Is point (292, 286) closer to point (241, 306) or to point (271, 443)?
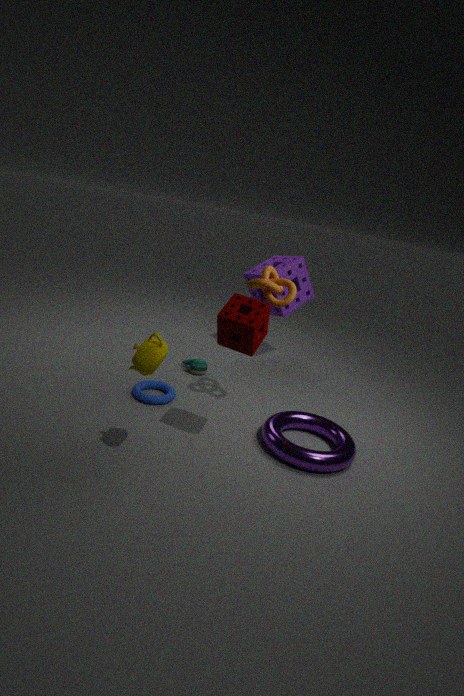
point (241, 306)
